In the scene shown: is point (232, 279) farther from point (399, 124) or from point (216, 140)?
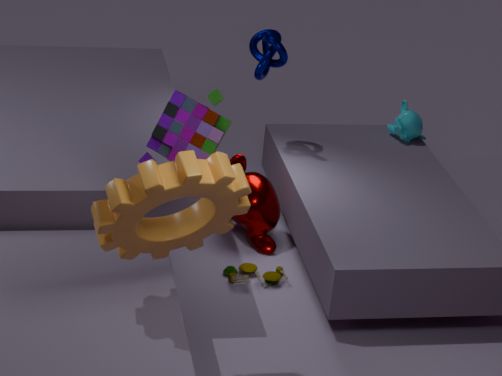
point (399, 124)
